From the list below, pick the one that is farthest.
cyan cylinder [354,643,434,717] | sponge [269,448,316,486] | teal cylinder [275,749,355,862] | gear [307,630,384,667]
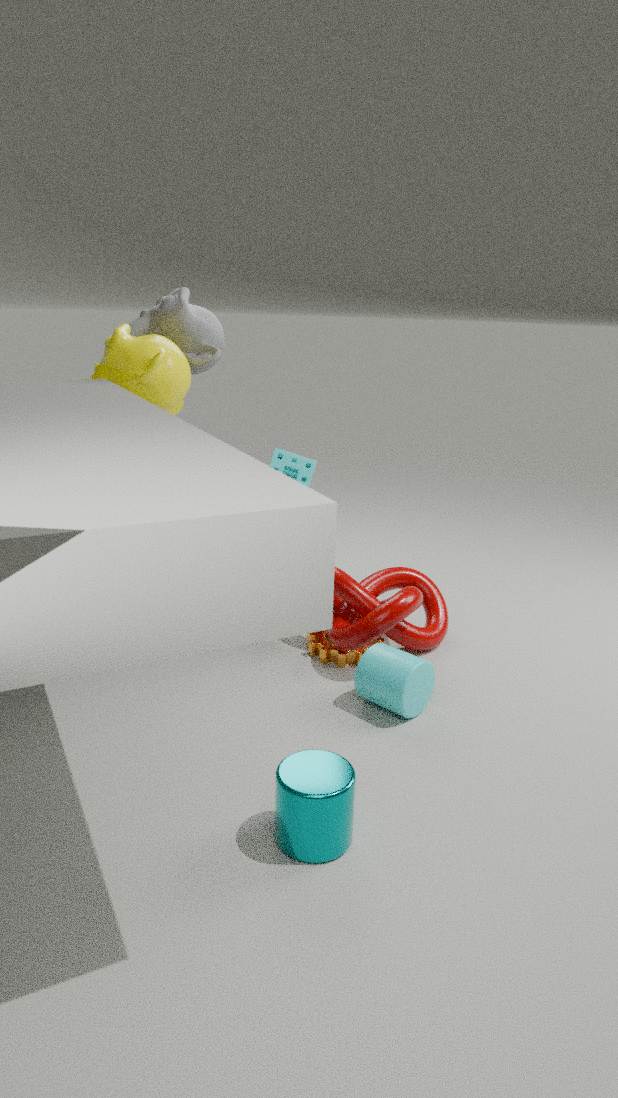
sponge [269,448,316,486]
